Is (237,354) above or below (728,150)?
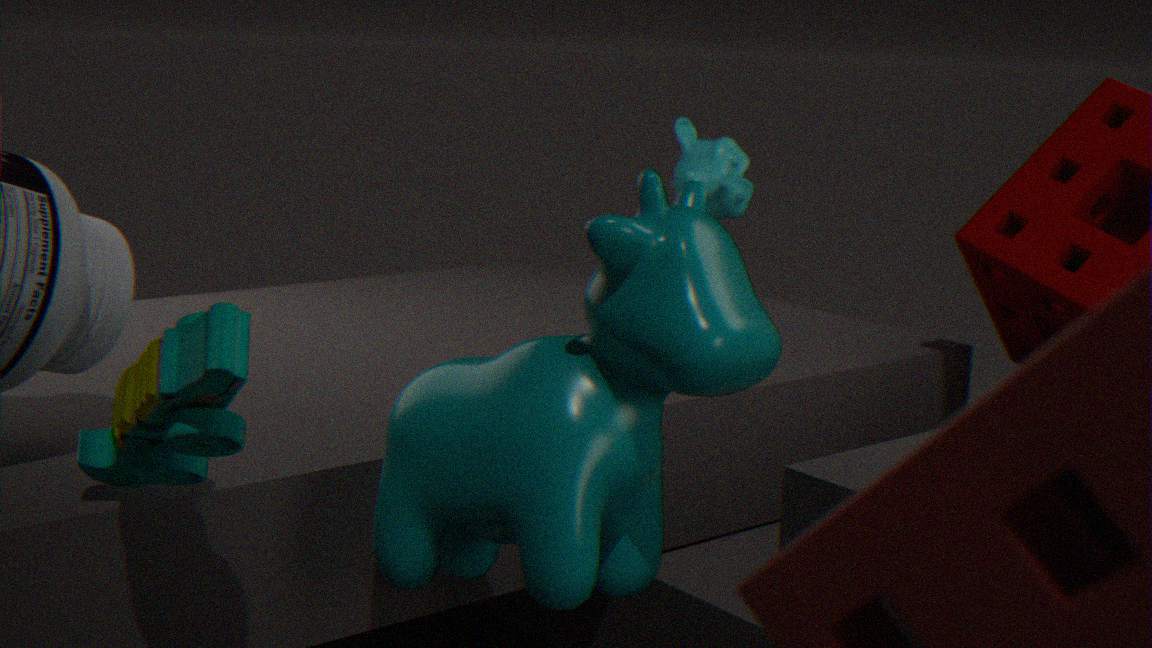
below
